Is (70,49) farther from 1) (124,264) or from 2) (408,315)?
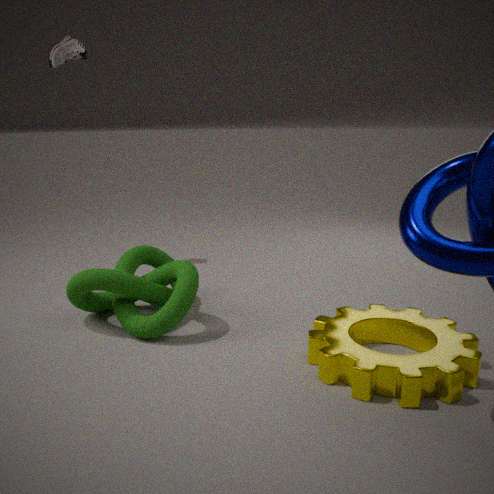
2) (408,315)
